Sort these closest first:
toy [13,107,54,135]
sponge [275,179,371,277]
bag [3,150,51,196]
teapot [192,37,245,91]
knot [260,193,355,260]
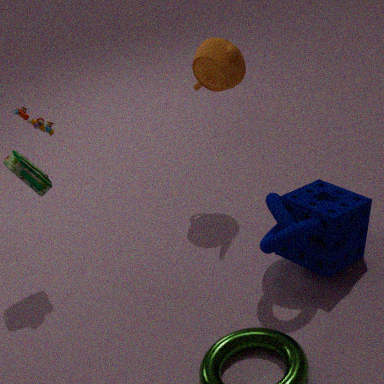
1. knot [260,193,355,260]
2. sponge [275,179,371,277]
3. toy [13,107,54,135]
4. bag [3,150,51,196]
5. teapot [192,37,245,91]
